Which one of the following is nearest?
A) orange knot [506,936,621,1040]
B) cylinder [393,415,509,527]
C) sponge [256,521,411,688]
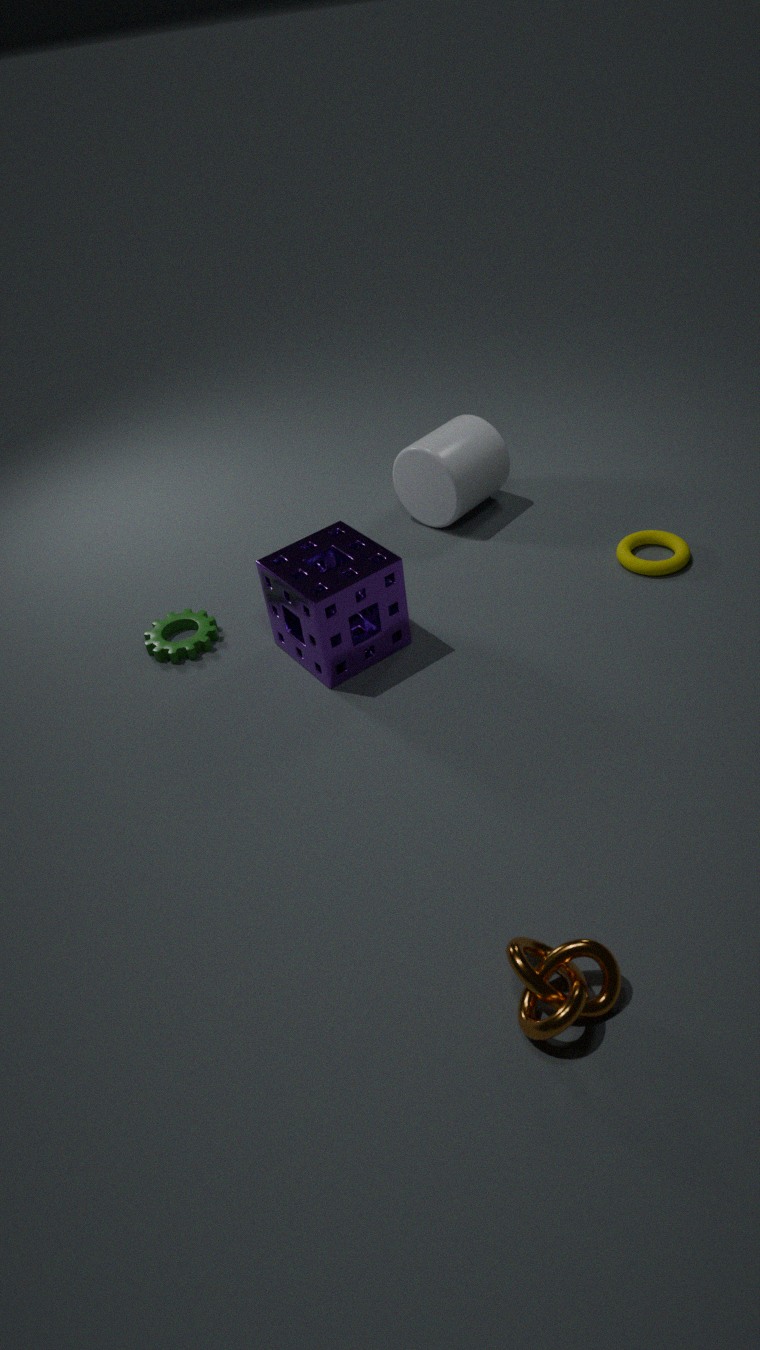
orange knot [506,936,621,1040]
